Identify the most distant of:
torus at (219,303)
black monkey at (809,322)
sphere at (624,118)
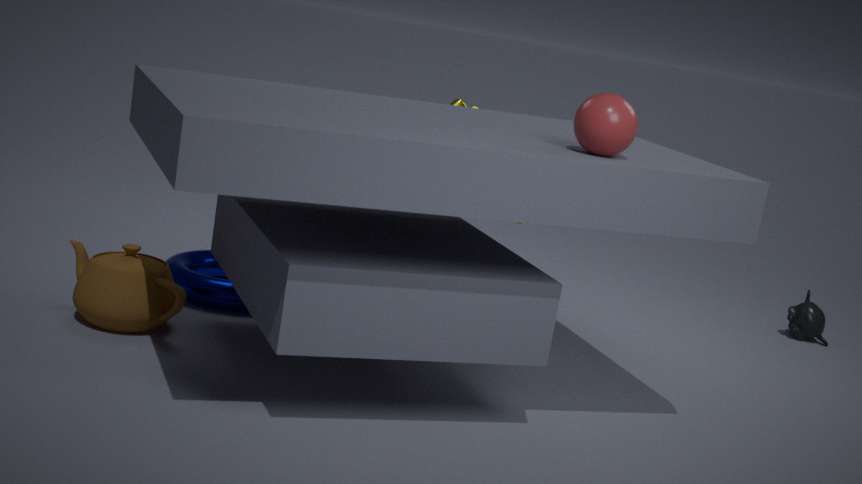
black monkey at (809,322)
